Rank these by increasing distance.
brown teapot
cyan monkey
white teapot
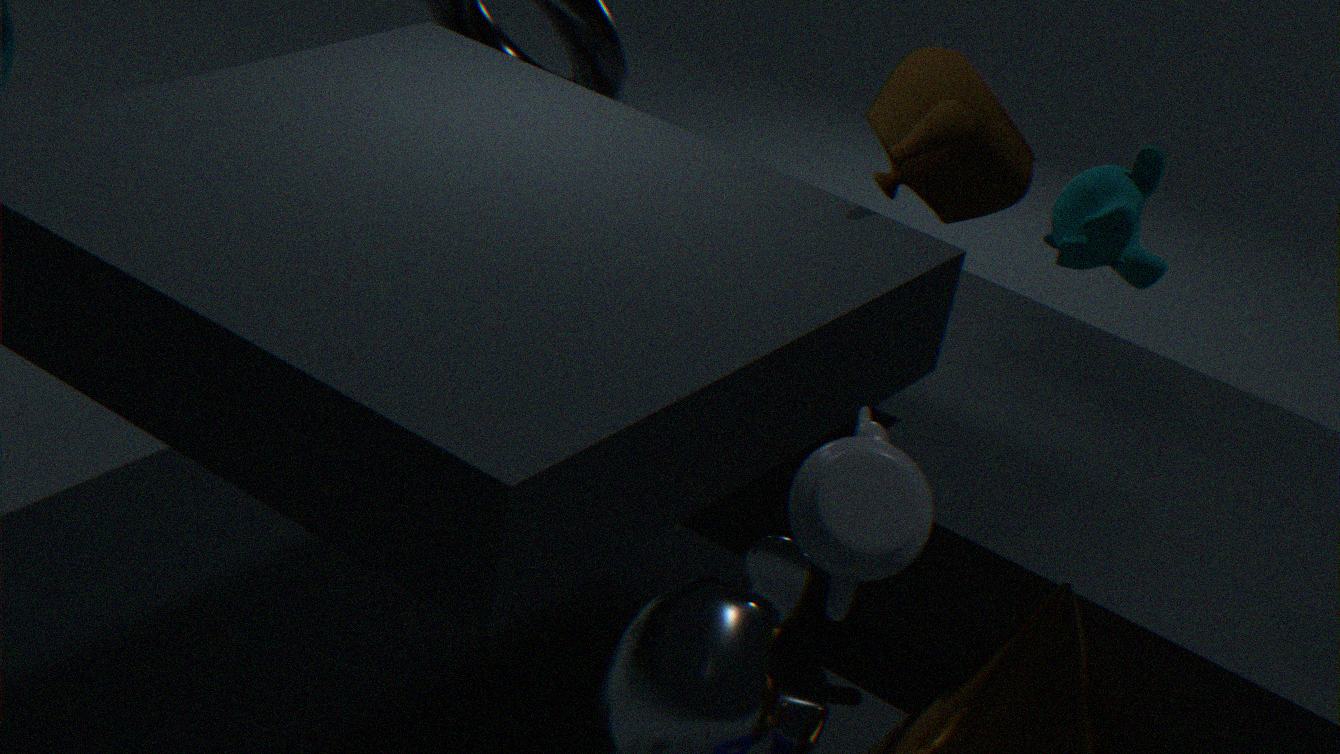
white teapot
cyan monkey
brown teapot
